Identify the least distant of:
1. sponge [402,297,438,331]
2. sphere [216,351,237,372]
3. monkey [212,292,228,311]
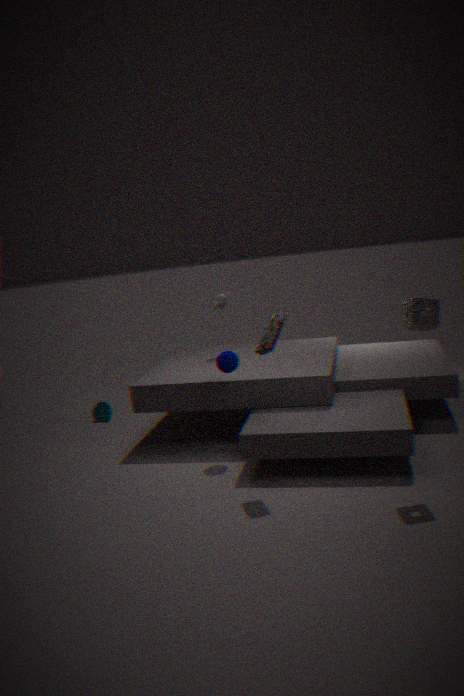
sponge [402,297,438,331]
